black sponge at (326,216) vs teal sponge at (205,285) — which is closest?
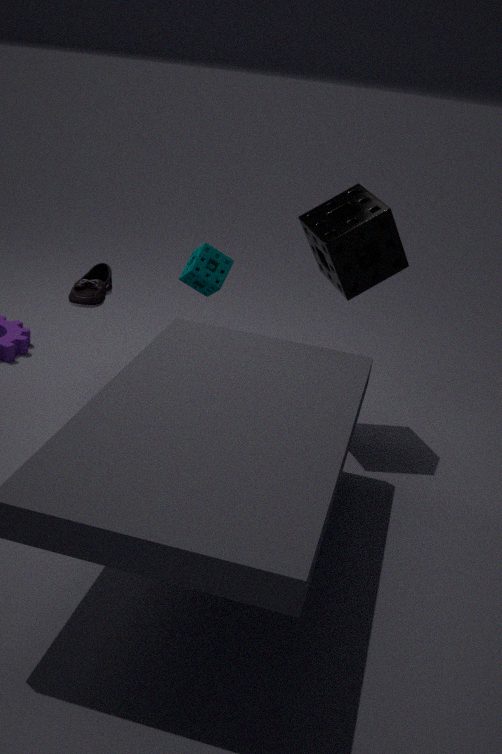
black sponge at (326,216)
